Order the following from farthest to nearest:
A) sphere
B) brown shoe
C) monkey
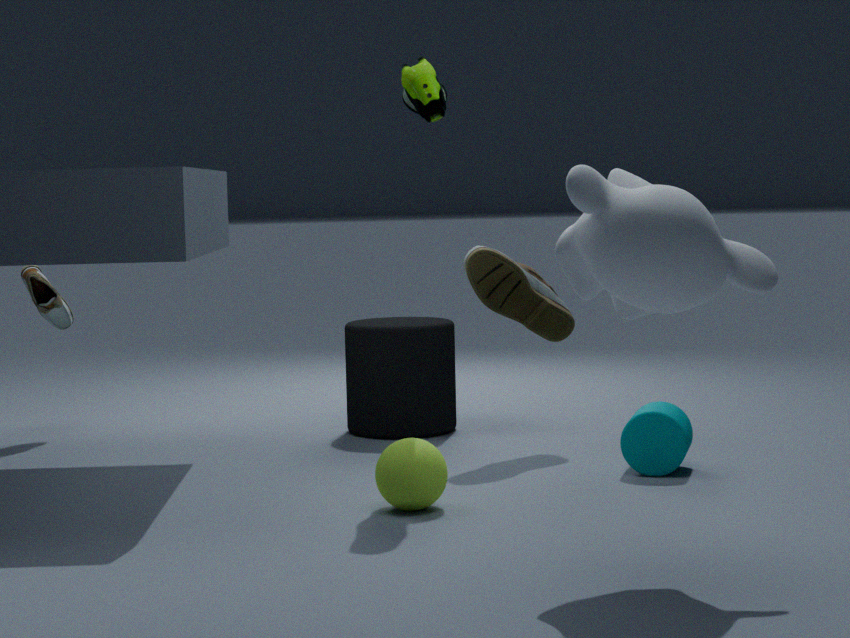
brown shoe → sphere → monkey
